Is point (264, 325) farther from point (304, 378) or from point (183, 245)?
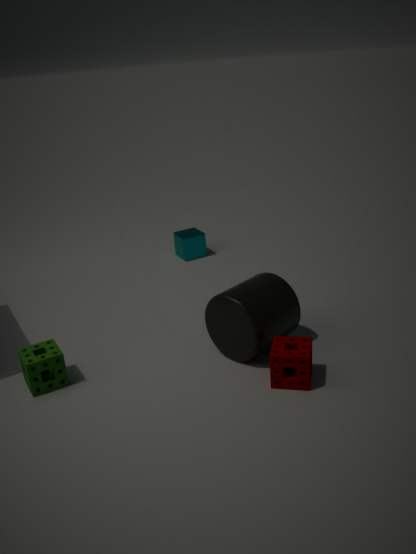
point (183, 245)
